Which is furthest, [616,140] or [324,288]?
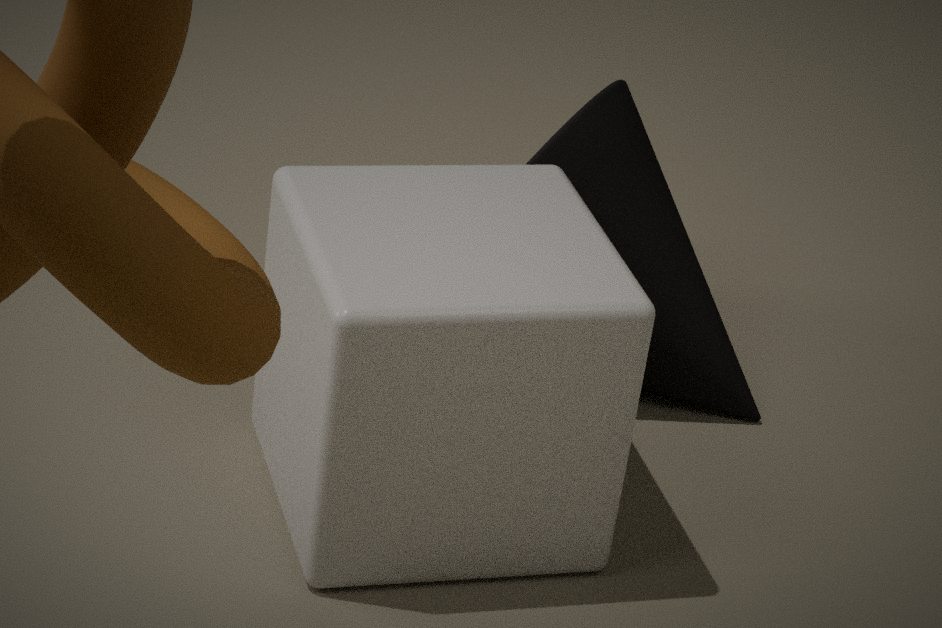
[616,140]
